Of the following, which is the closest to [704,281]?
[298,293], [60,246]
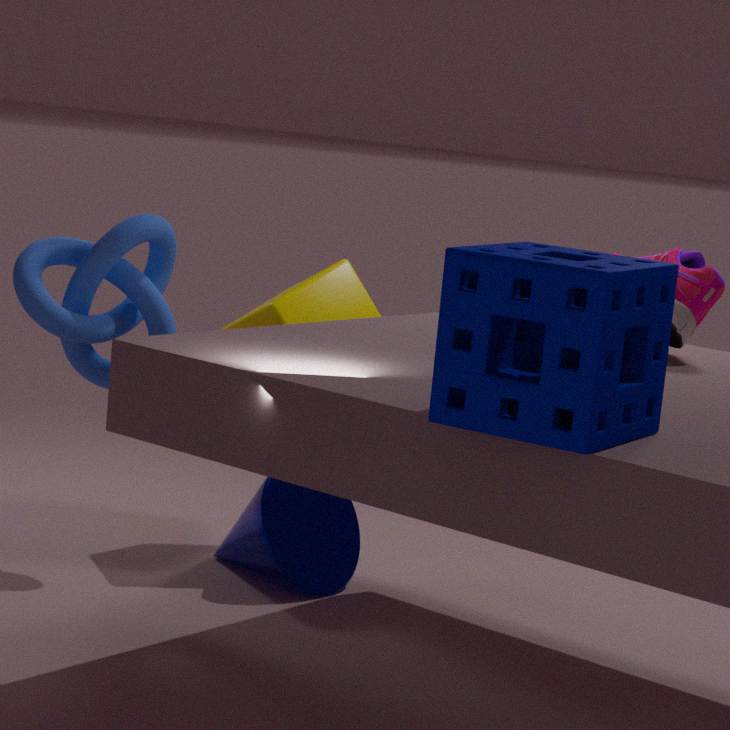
[298,293]
